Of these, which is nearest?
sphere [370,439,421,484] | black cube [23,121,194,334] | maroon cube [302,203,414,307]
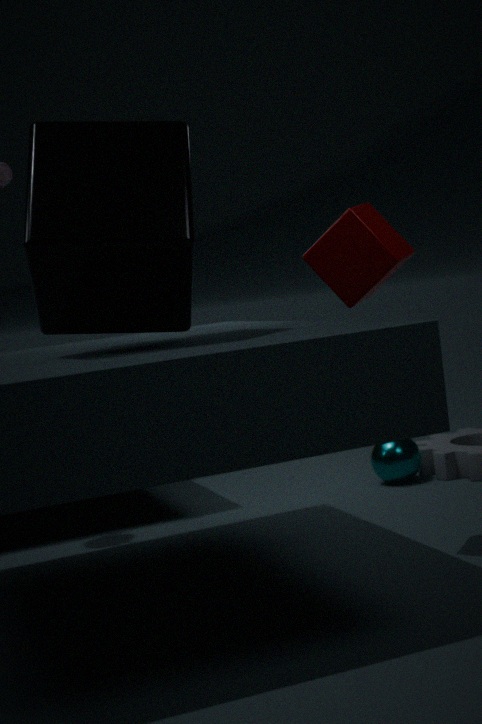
black cube [23,121,194,334]
